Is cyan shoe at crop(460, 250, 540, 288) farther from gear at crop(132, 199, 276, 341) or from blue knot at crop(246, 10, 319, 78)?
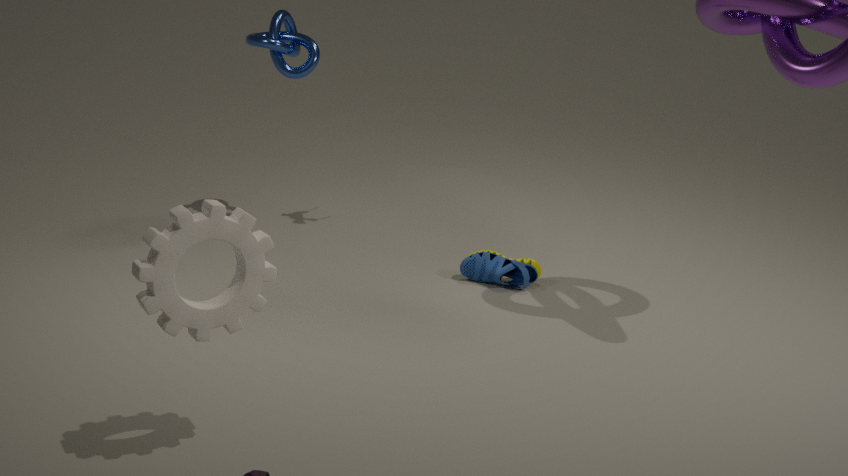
gear at crop(132, 199, 276, 341)
